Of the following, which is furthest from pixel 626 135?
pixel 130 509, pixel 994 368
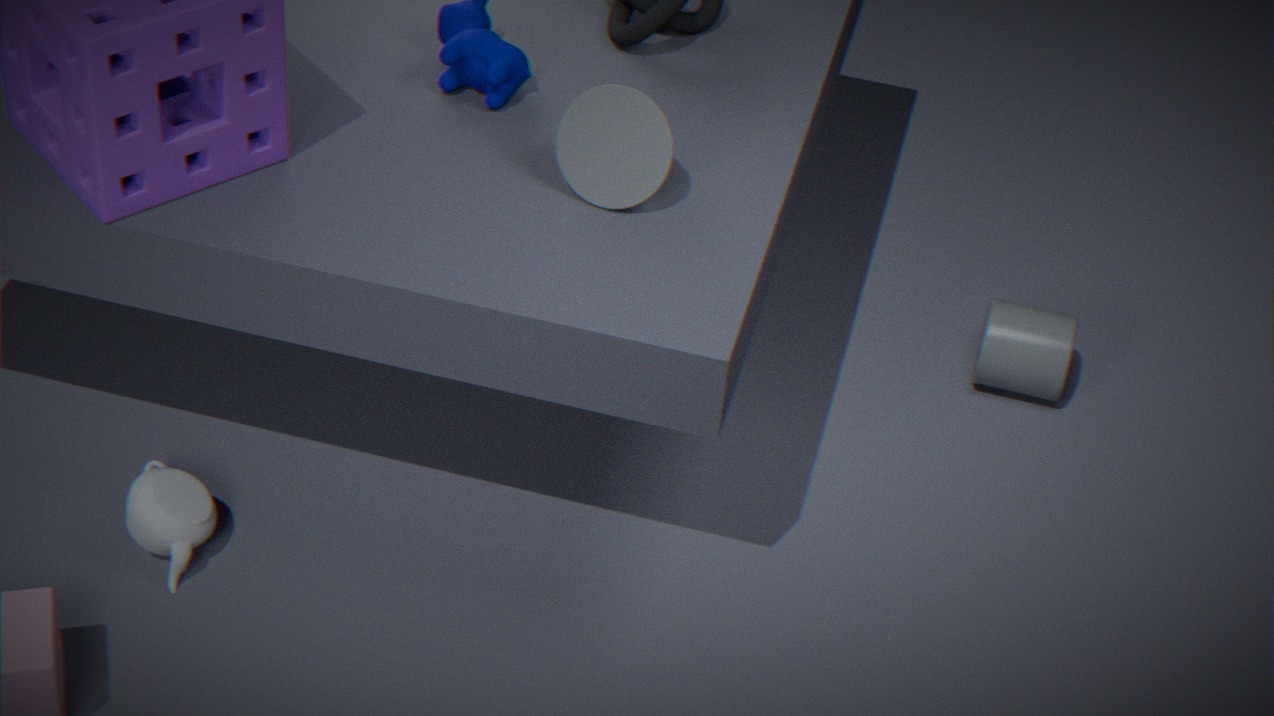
pixel 994 368
